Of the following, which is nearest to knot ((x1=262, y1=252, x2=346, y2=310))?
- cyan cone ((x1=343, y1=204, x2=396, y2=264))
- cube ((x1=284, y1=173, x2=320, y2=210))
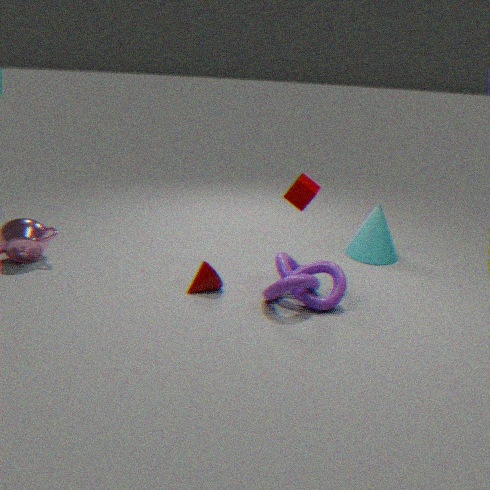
cube ((x1=284, y1=173, x2=320, y2=210))
